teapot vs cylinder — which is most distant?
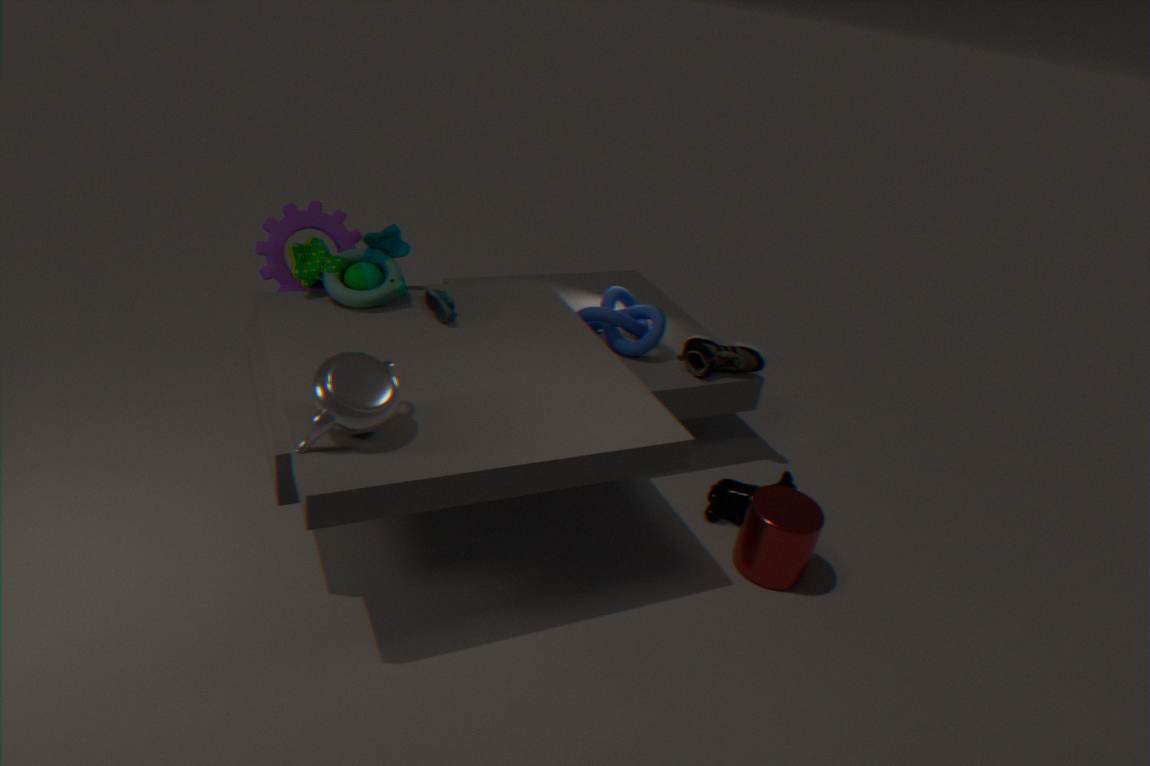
cylinder
